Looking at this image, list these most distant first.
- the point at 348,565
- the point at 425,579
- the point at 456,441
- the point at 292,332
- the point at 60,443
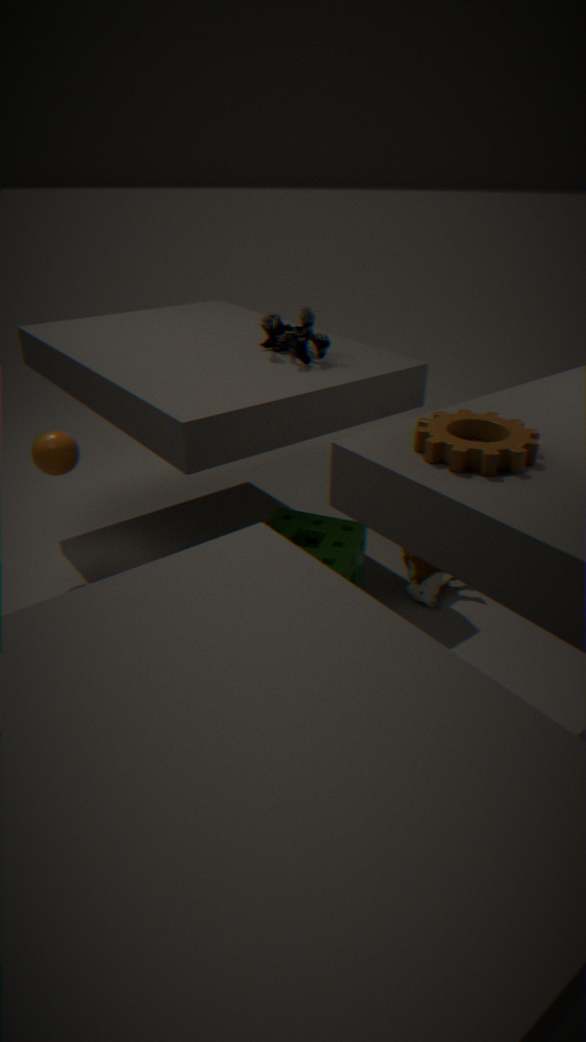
1. the point at 425,579
2. the point at 292,332
3. the point at 60,443
4. the point at 348,565
5. the point at 456,441
